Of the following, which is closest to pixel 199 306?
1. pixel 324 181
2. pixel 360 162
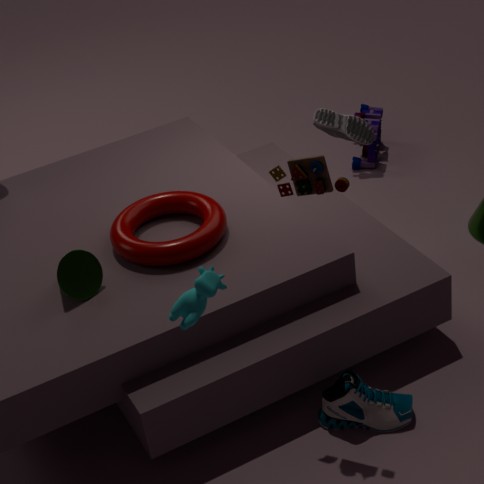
pixel 324 181
